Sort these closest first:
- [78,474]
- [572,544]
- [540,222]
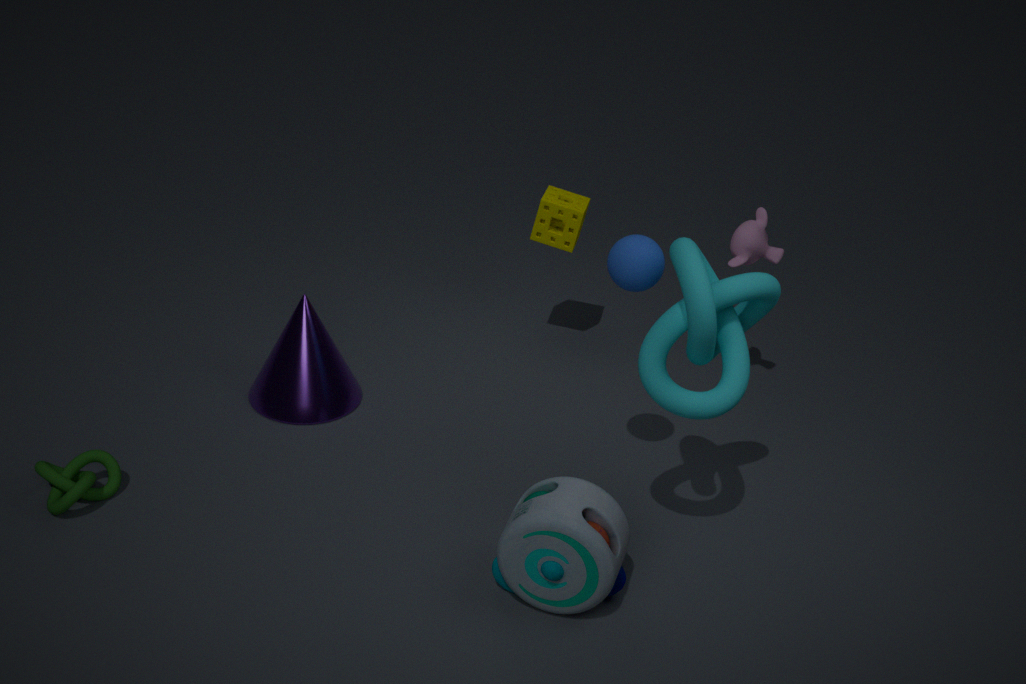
[572,544] < [78,474] < [540,222]
